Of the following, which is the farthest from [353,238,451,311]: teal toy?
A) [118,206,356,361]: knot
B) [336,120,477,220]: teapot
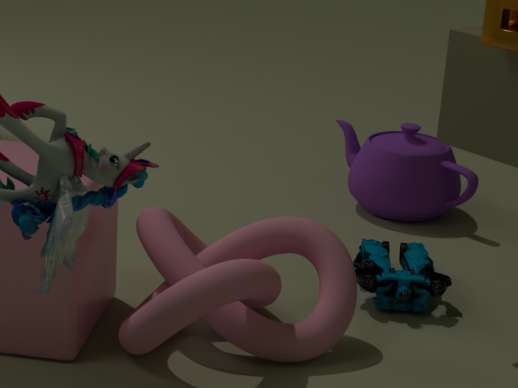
[336,120,477,220]: teapot
